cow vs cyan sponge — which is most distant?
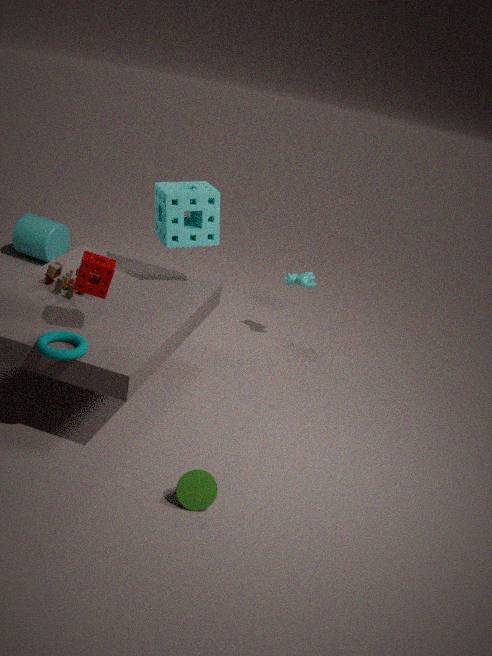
cow
